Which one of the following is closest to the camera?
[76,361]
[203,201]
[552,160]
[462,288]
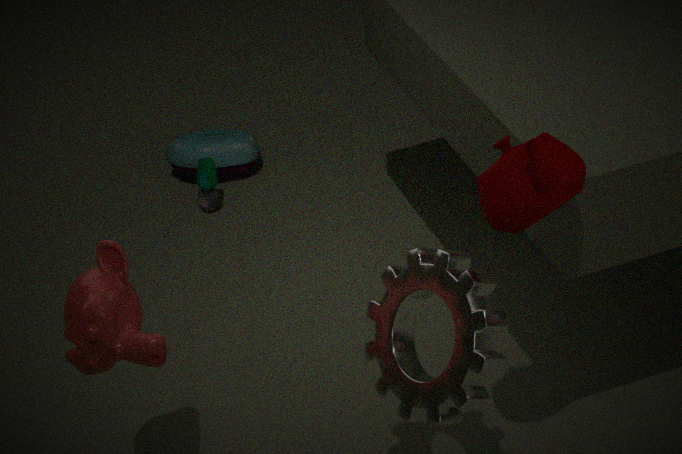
[552,160]
